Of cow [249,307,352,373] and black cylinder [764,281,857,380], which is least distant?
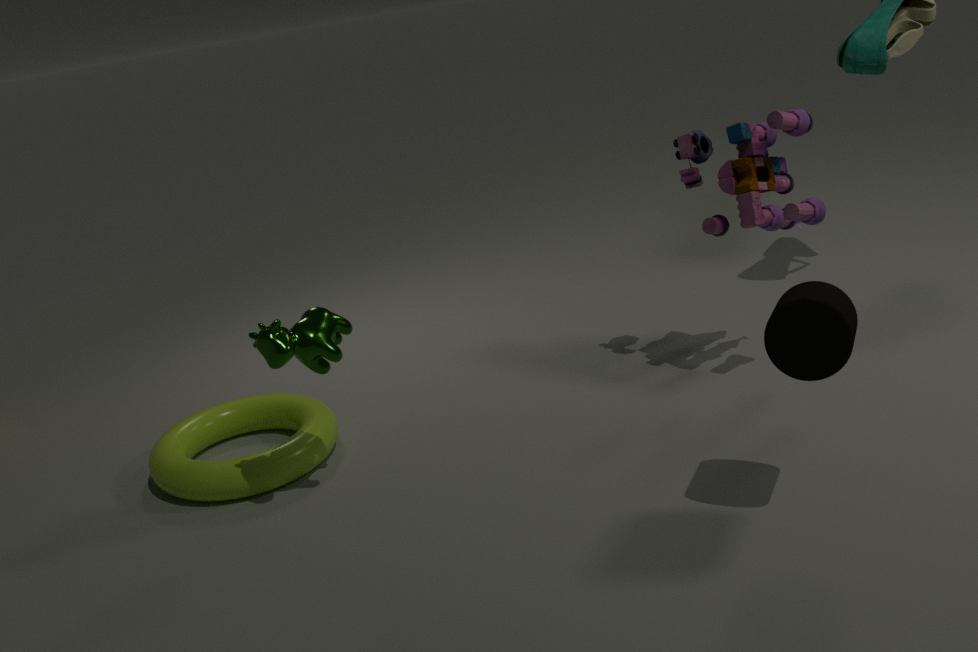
black cylinder [764,281,857,380]
